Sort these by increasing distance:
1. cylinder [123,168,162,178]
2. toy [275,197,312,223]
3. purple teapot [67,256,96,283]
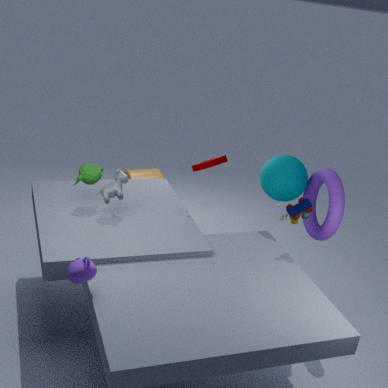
purple teapot [67,256,96,283] → toy [275,197,312,223] → cylinder [123,168,162,178]
